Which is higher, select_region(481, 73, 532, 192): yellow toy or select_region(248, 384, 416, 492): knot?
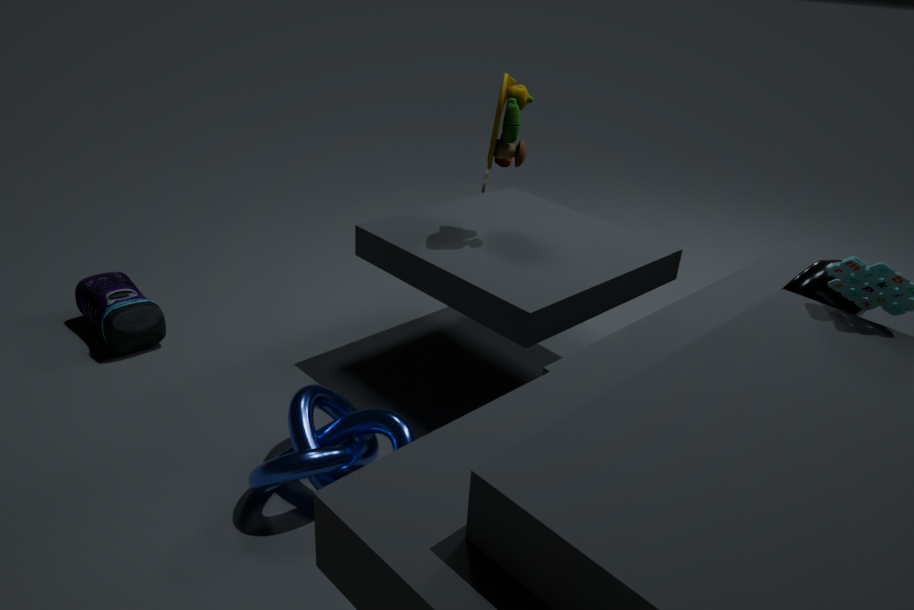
select_region(481, 73, 532, 192): yellow toy
